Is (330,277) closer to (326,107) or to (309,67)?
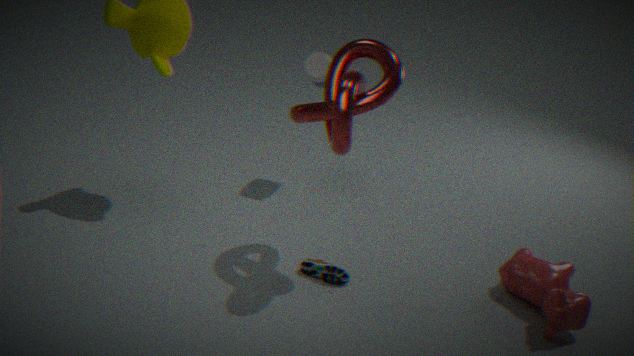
(326,107)
